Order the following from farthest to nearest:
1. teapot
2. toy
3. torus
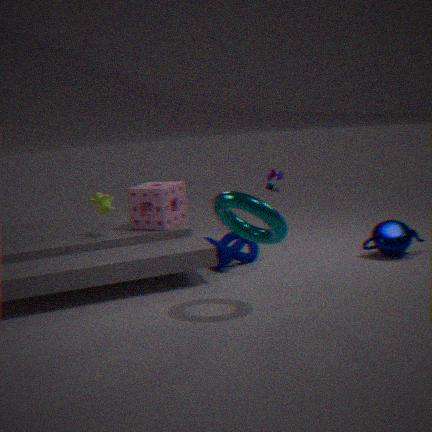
toy < teapot < torus
